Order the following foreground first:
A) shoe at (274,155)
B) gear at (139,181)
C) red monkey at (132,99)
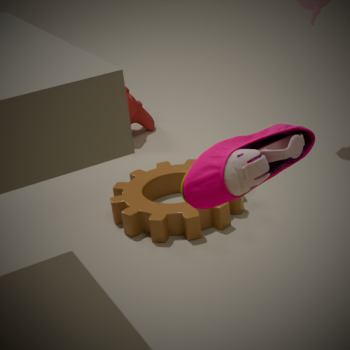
shoe at (274,155)
gear at (139,181)
red monkey at (132,99)
